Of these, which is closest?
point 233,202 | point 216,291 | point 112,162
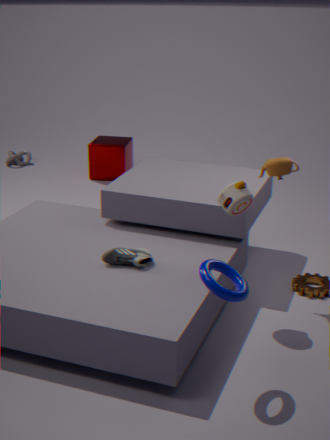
point 216,291
